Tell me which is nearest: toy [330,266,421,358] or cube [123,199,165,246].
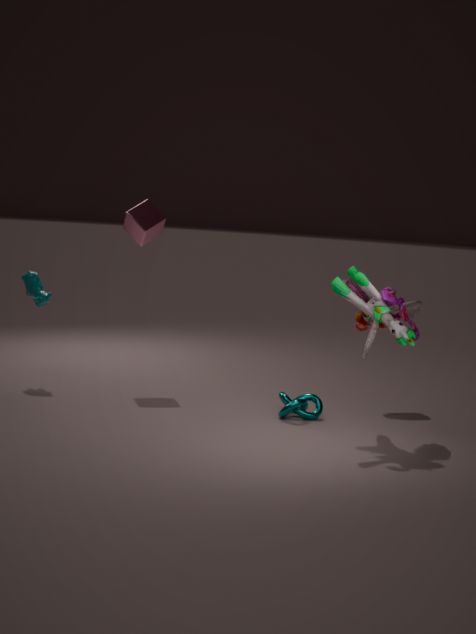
toy [330,266,421,358]
